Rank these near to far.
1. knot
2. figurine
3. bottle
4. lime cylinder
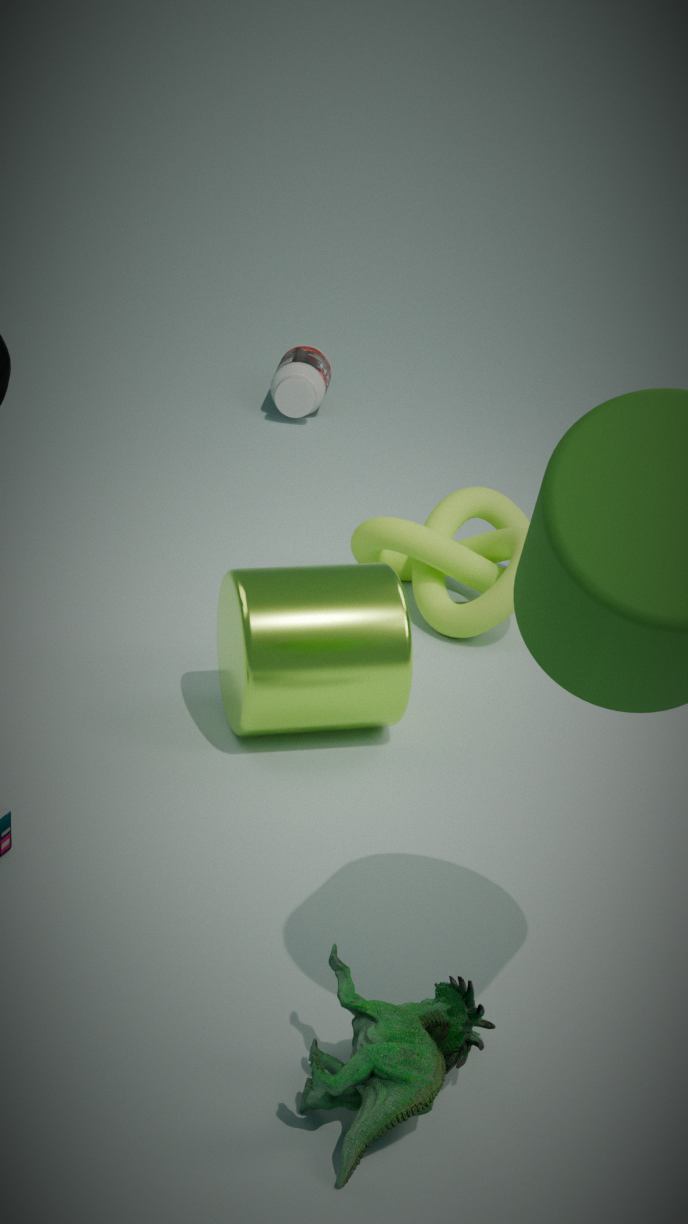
figurine
lime cylinder
knot
bottle
